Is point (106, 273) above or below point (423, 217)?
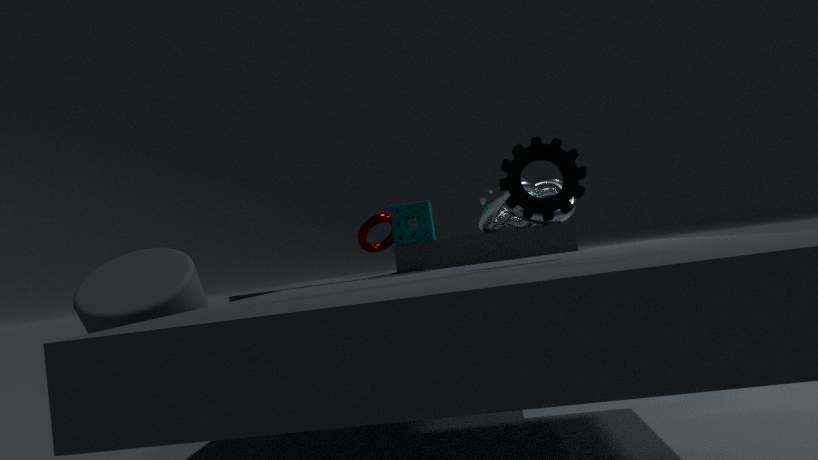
below
